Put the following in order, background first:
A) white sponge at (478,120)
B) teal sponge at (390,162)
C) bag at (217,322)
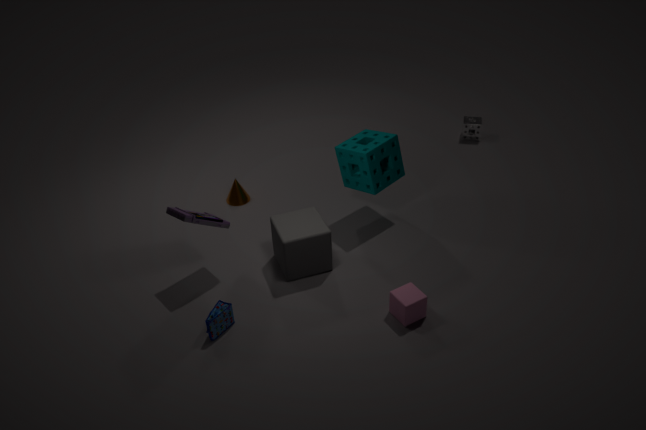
white sponge at (478,120) → teal sponge at (390,162) → bag at (217,322)
